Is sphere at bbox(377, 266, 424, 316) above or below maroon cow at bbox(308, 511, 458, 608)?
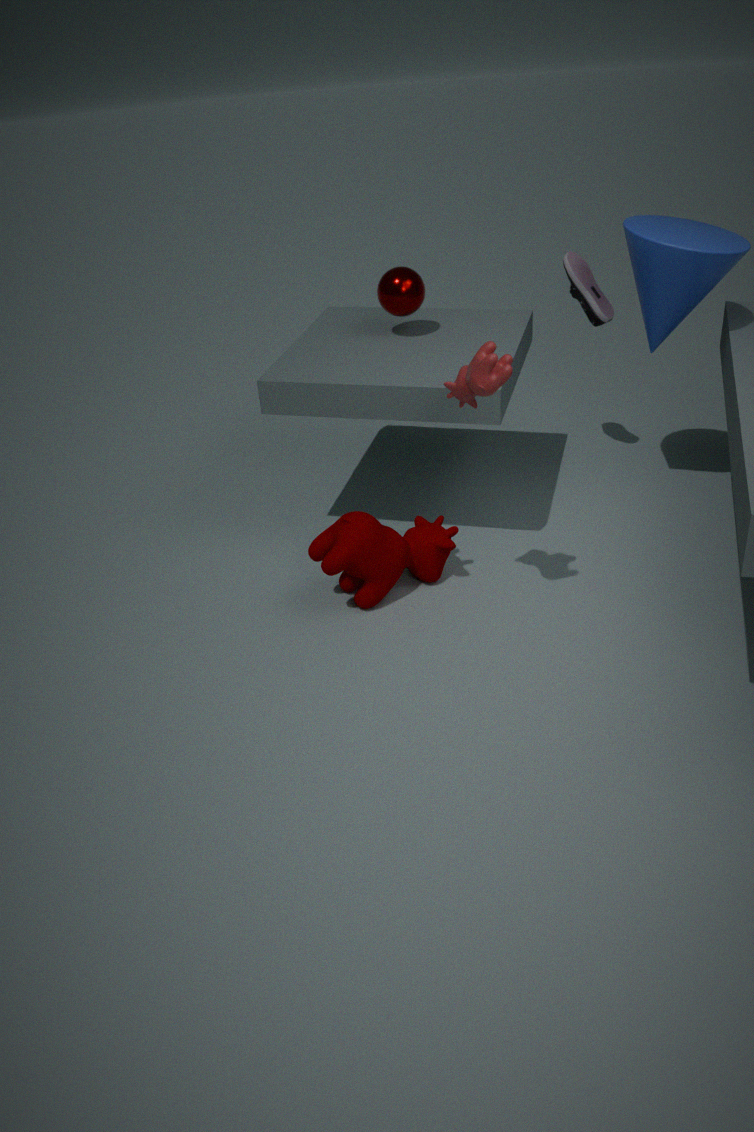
above
